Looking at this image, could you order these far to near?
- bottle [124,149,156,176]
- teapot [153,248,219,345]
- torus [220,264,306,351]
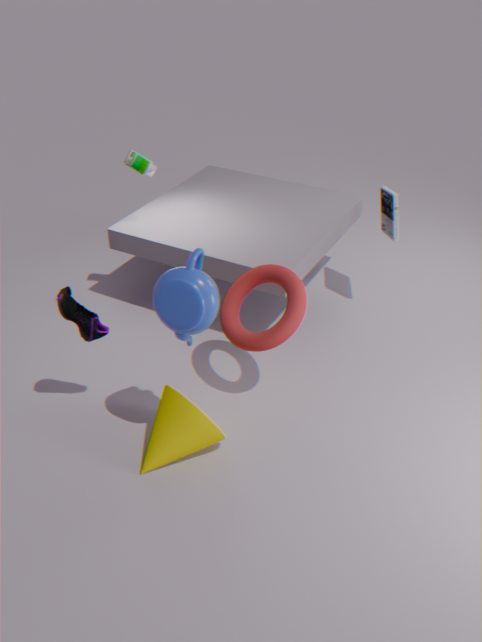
1. bottle [124,149,156,176]
2. torus [220,264,306,351]
3. teapot [153,248,219,345]
